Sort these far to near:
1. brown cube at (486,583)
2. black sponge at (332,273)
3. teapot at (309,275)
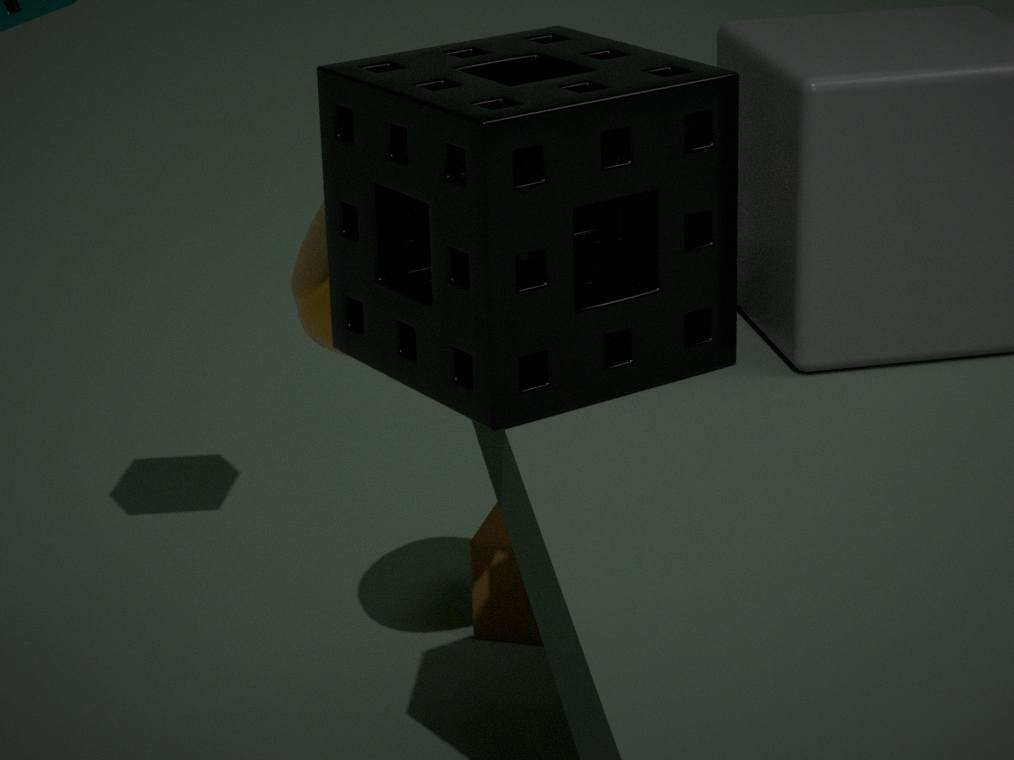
1. brown cube at (486,583)
2. teapot at (309,275)
3. black sponge at (332,273)
